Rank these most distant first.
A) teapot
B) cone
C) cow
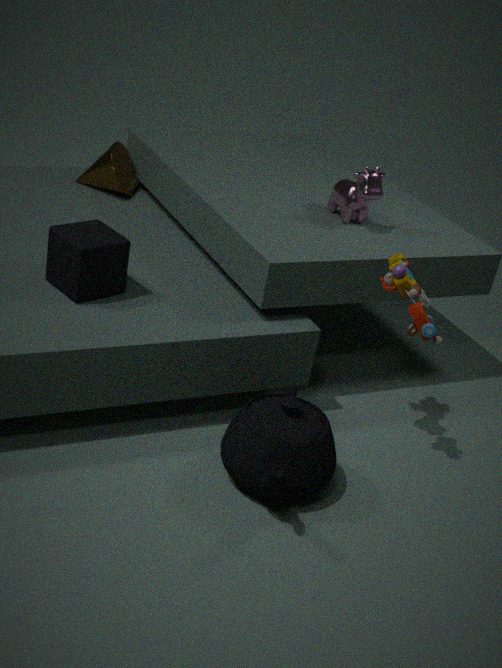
B. cone < C. cow < A. teapot
